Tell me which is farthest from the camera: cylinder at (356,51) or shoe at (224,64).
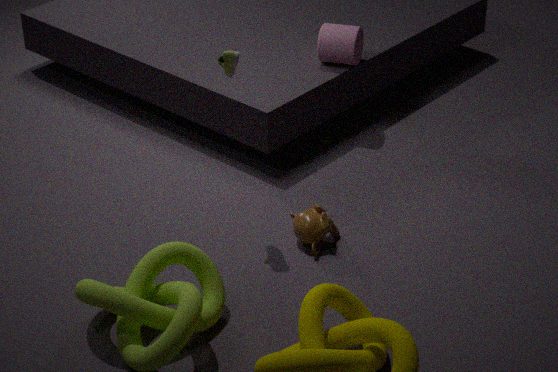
cylinder at (356,51)
